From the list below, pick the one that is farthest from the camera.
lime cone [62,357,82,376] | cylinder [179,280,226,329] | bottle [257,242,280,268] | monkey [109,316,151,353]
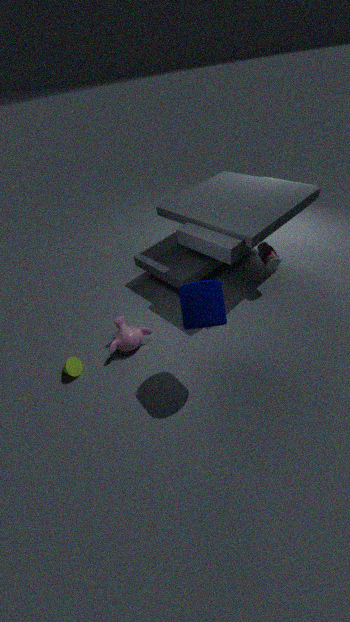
bottle [257,242,280,268]
